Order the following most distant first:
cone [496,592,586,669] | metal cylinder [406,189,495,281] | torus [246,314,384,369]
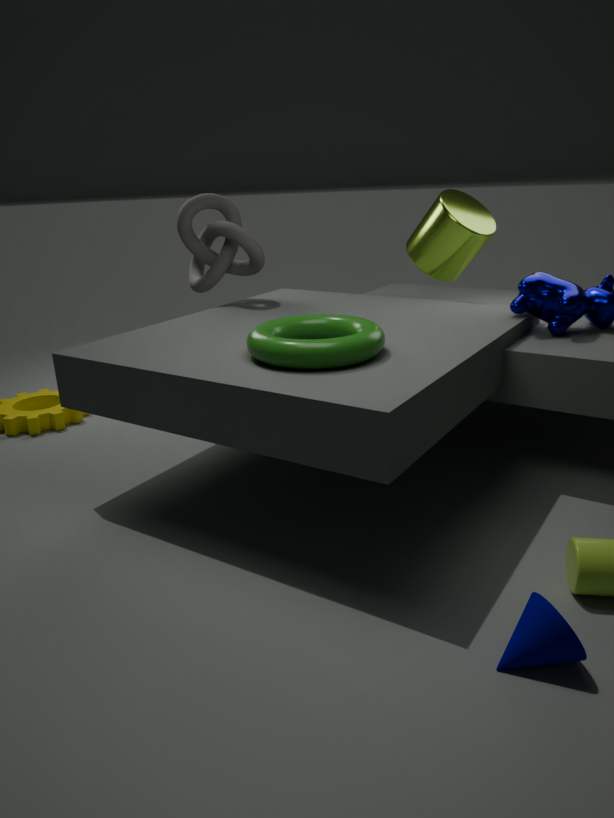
metal cylinder [406,189,495,281], torus [246,314,384,369], cone [496,592,586,669]
